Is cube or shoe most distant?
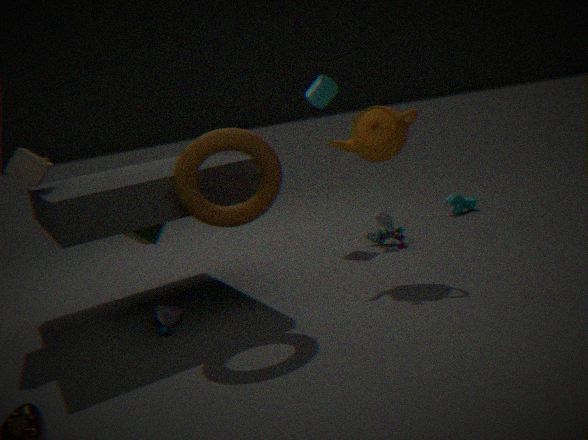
cube
